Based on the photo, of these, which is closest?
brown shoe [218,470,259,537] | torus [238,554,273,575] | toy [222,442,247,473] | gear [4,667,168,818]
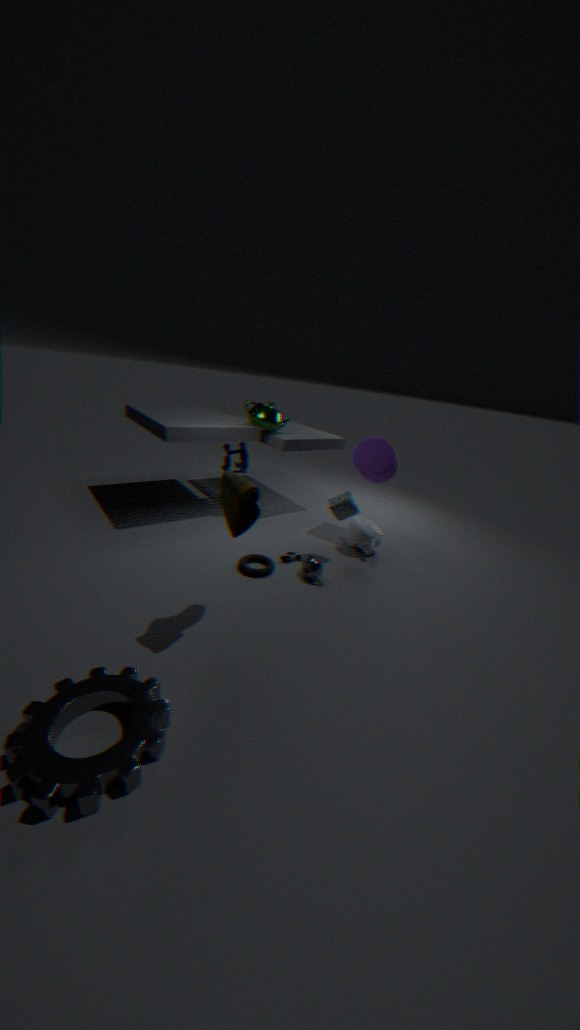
gear [4,667,168,818]
